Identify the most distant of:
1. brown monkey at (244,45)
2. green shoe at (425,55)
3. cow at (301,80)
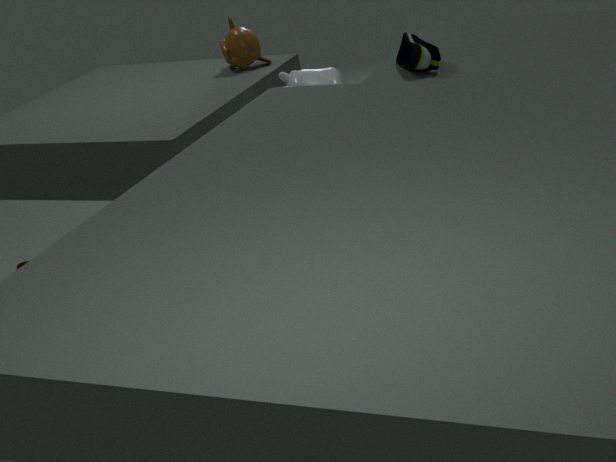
brown monkey at (244,45)
